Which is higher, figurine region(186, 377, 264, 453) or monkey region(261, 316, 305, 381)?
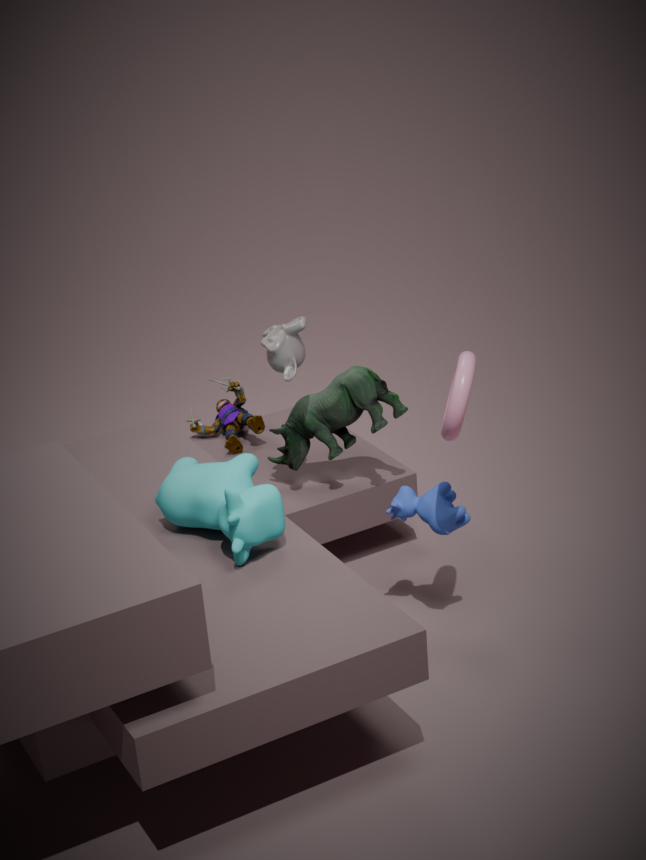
monkey region(261, 316, 305, 381)
